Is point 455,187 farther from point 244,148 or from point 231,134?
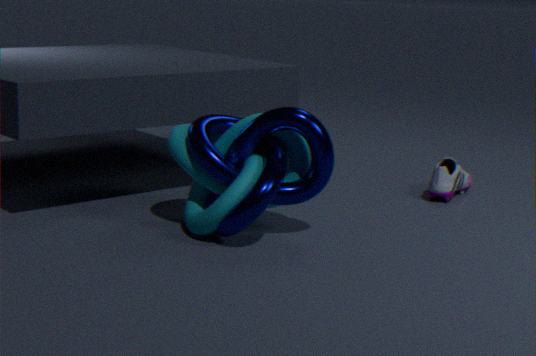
point 231,134
